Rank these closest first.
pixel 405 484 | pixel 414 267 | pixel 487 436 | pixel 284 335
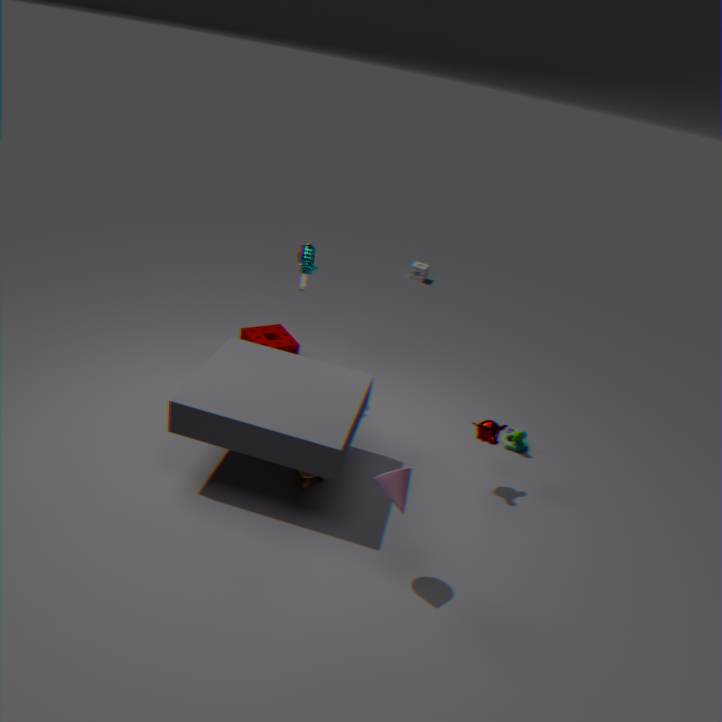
pixel 405 484, pixel 487 436, pixel 284 335, pixel 414 267
